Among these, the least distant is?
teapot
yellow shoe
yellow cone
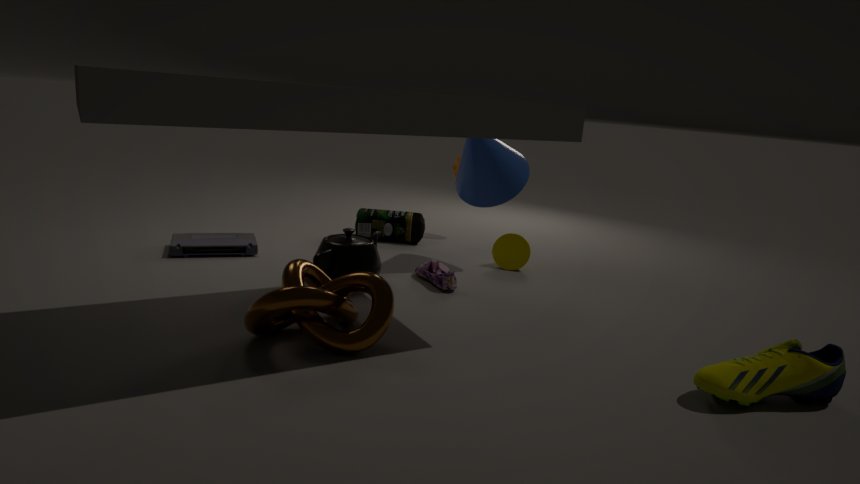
yellow shoe
